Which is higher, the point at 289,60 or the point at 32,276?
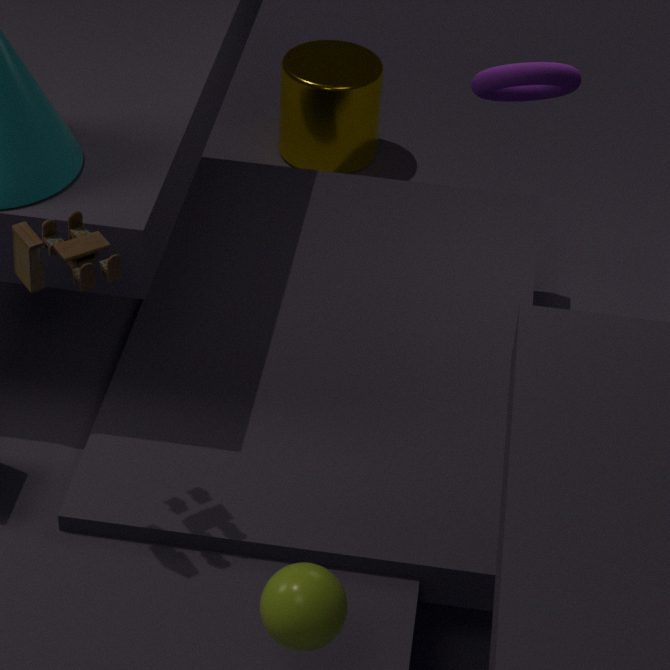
the point at 32,276
